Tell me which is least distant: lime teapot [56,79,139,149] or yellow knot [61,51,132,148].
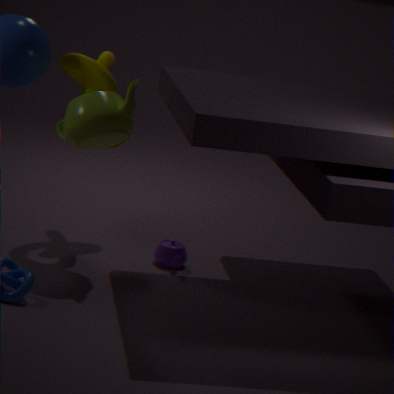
lime teapot [56,79,139,149]
